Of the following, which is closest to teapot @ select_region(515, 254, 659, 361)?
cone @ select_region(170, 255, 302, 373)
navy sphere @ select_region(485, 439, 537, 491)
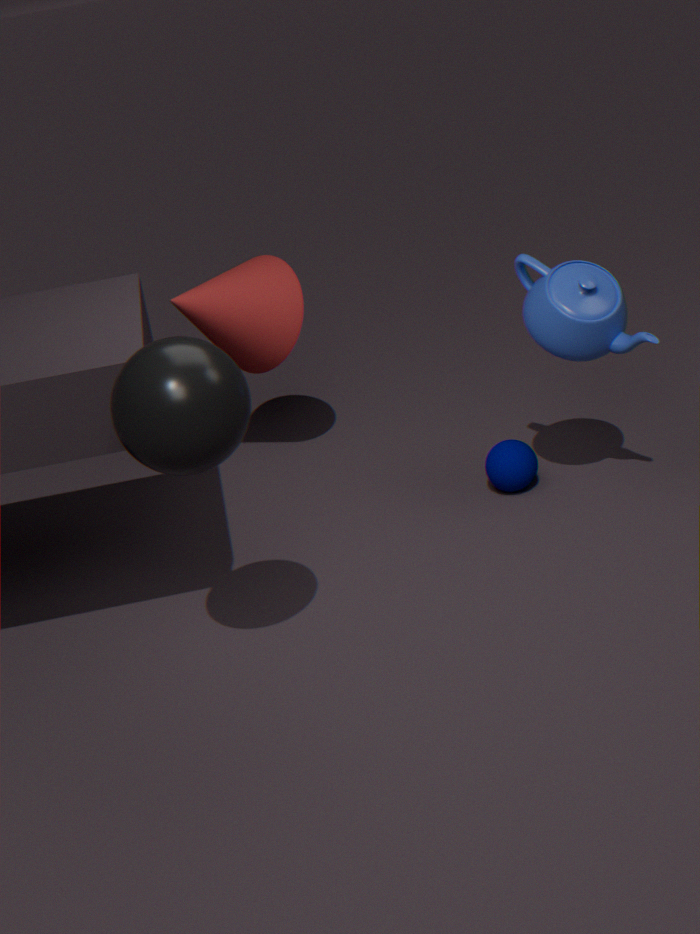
navy sphere @ select_region(485, 439, 537, 491)
